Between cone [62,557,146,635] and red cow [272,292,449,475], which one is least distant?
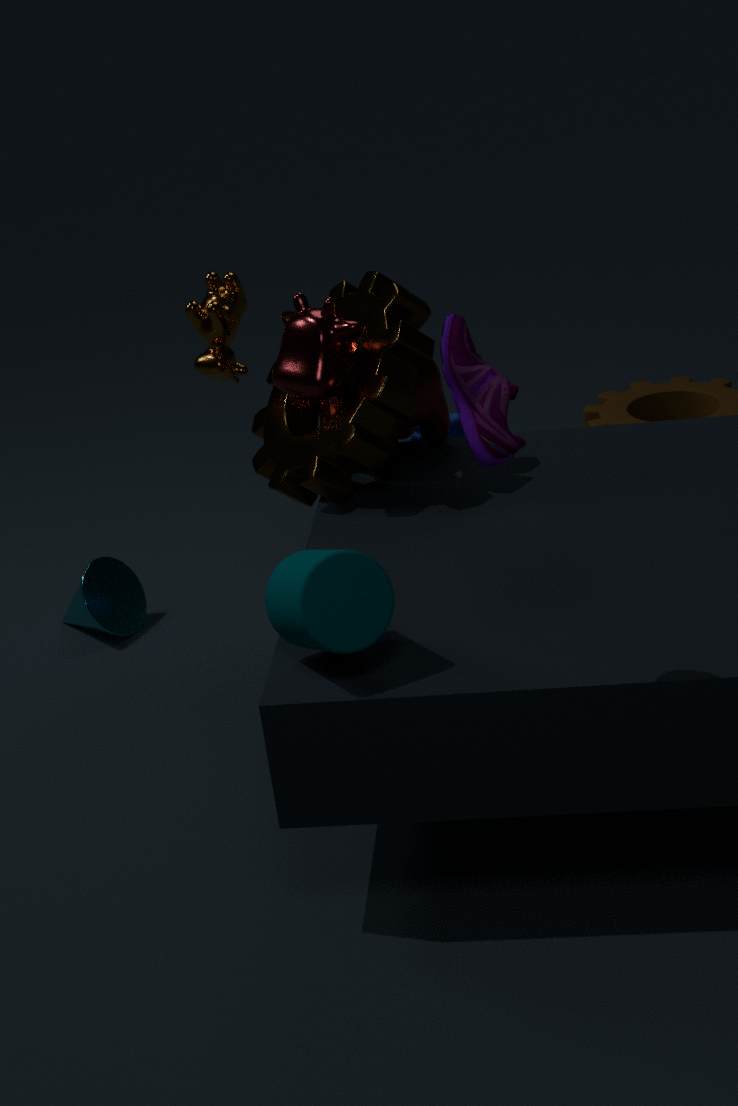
red cow [272,292,449,475]
